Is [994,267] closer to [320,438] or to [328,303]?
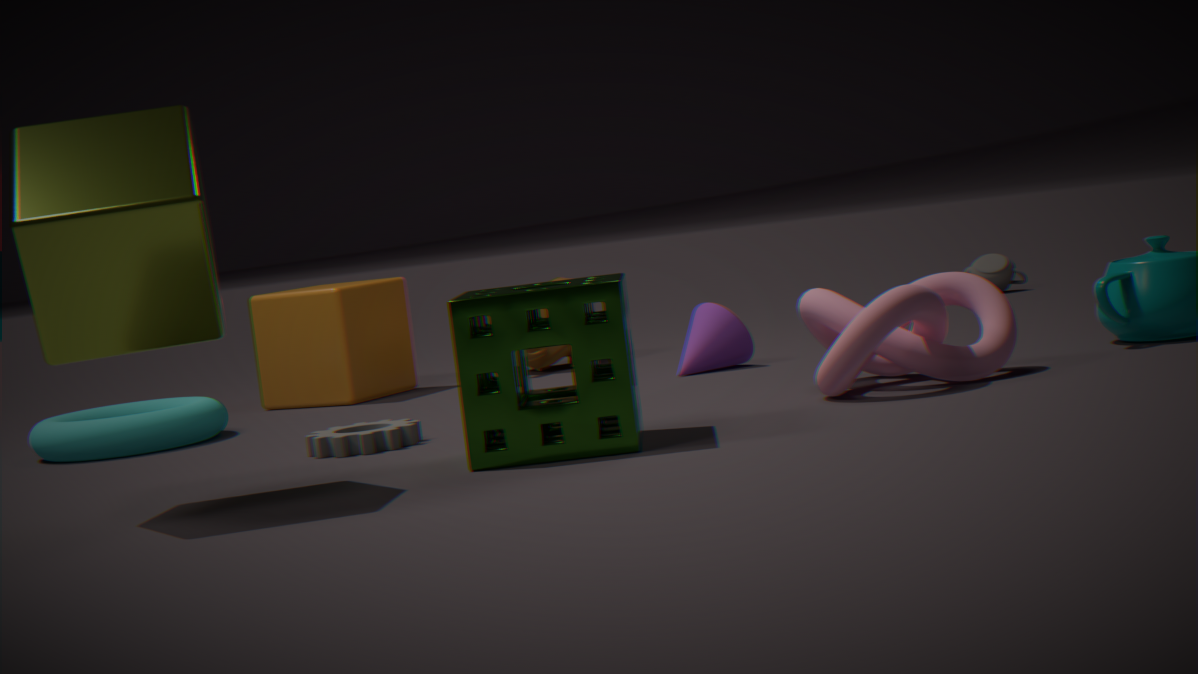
[328,303]
